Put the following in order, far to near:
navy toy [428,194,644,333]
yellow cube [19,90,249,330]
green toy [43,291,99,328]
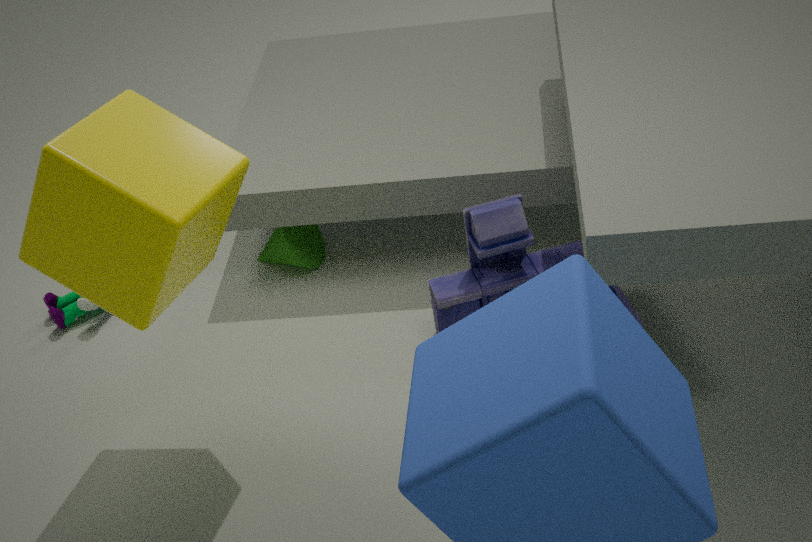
green toy [43,291,99,328] < navy toy [428,194,644,333] < yellow cube [19,90,249,330]
